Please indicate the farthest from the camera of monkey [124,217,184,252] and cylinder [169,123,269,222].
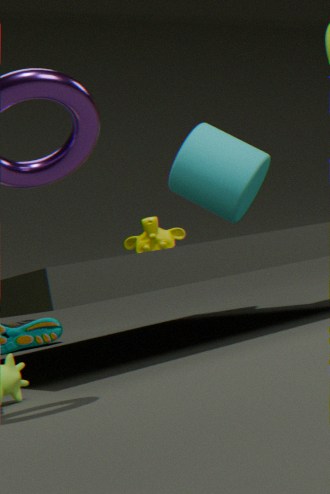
cylinder [169,123,269,222]
